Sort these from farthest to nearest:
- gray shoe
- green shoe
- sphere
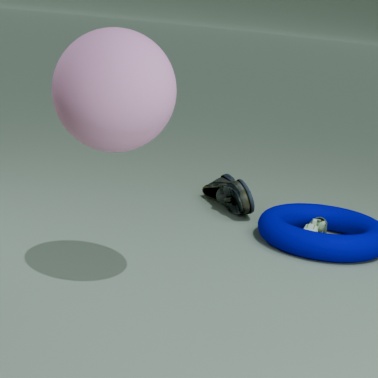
green shoe < gray shoe < sphere
